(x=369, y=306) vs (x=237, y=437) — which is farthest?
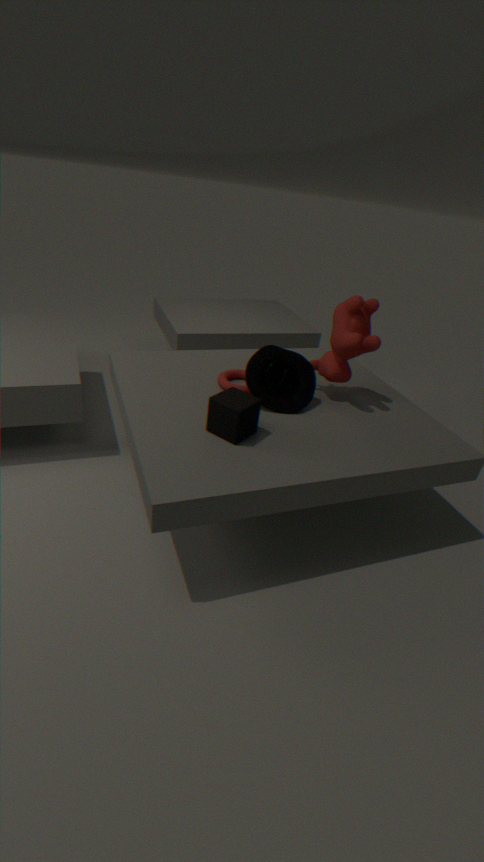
(x=369, y=306)
